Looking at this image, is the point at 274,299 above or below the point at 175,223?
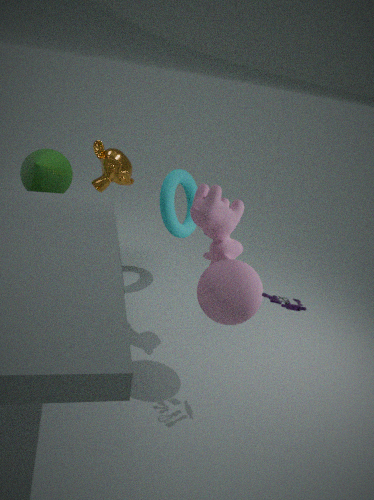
above
